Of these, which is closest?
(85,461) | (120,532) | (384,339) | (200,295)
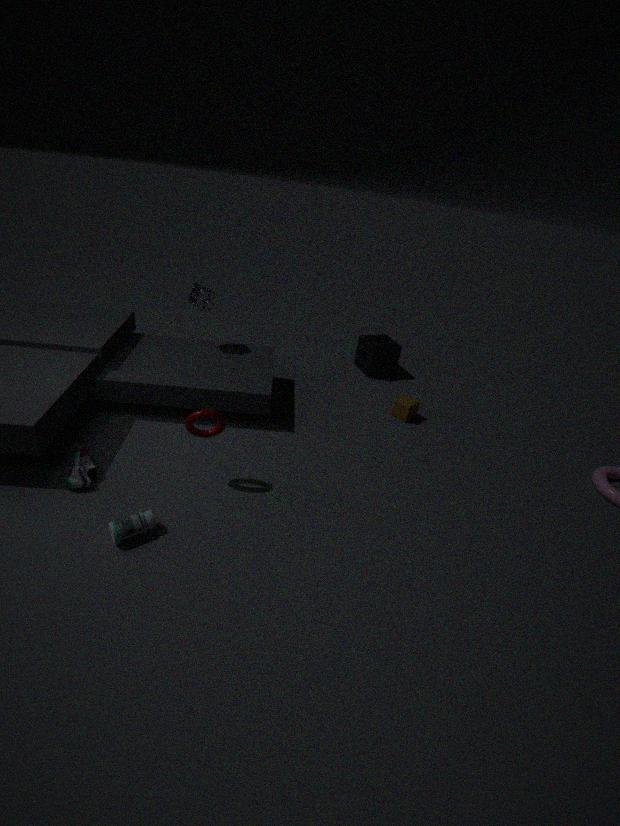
(120,532)
